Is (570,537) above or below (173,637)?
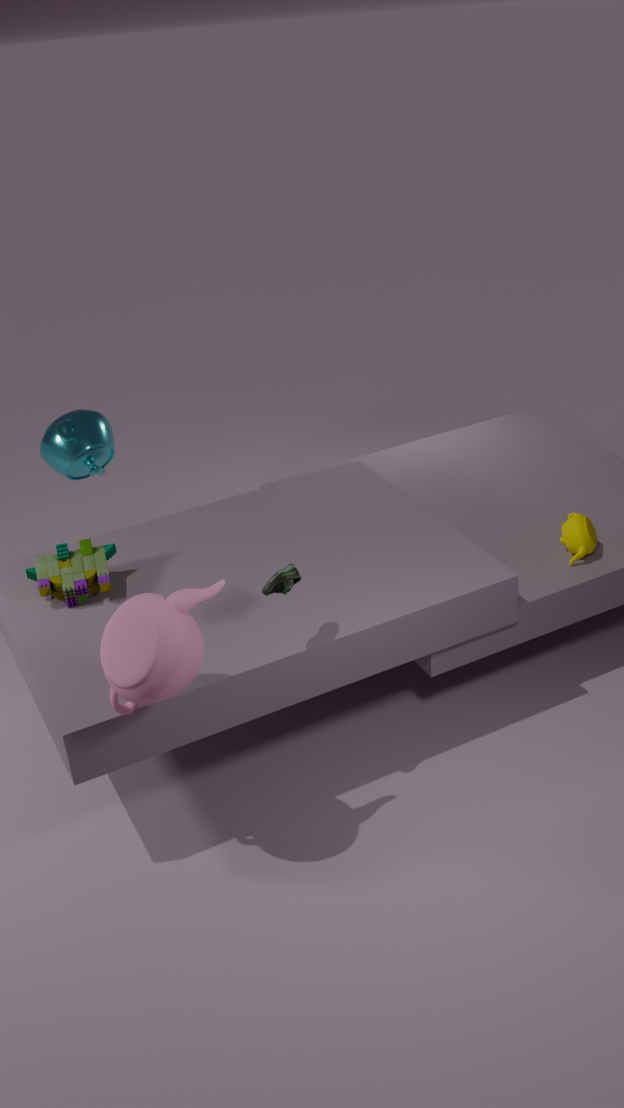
below
